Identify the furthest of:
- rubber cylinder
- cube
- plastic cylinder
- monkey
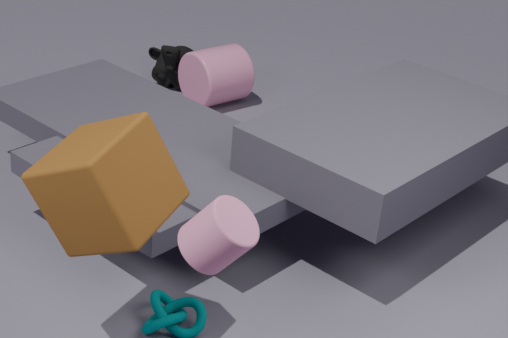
monkey
